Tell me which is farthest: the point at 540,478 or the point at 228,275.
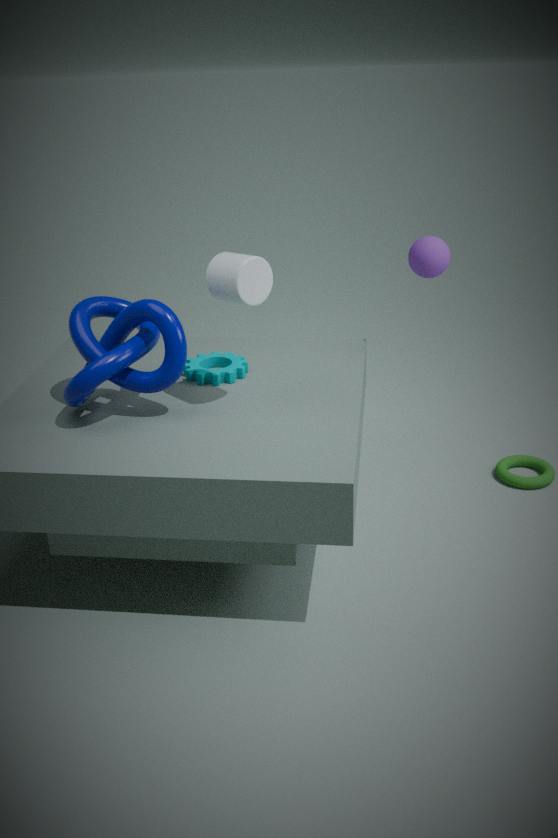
the point at 540,478
